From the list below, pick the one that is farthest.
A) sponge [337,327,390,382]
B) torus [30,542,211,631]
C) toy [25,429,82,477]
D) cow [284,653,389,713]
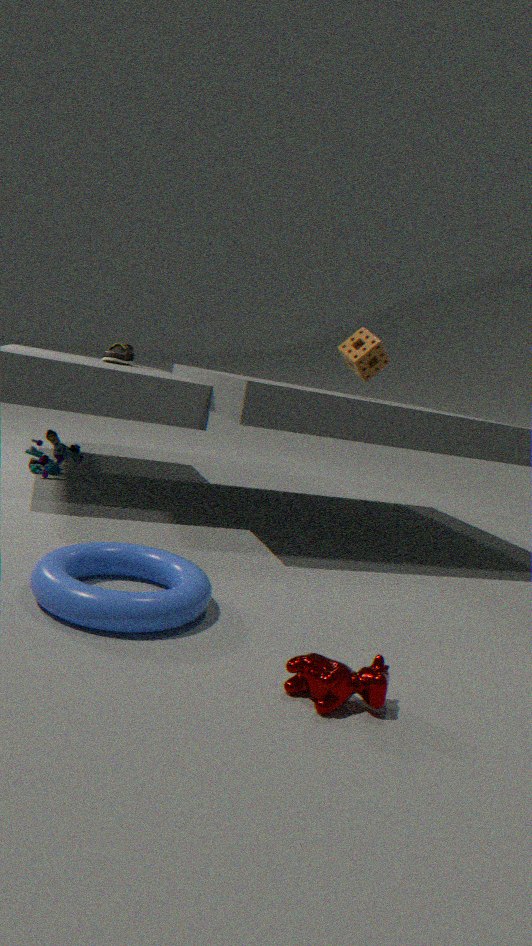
toy [25,429,82,477]
